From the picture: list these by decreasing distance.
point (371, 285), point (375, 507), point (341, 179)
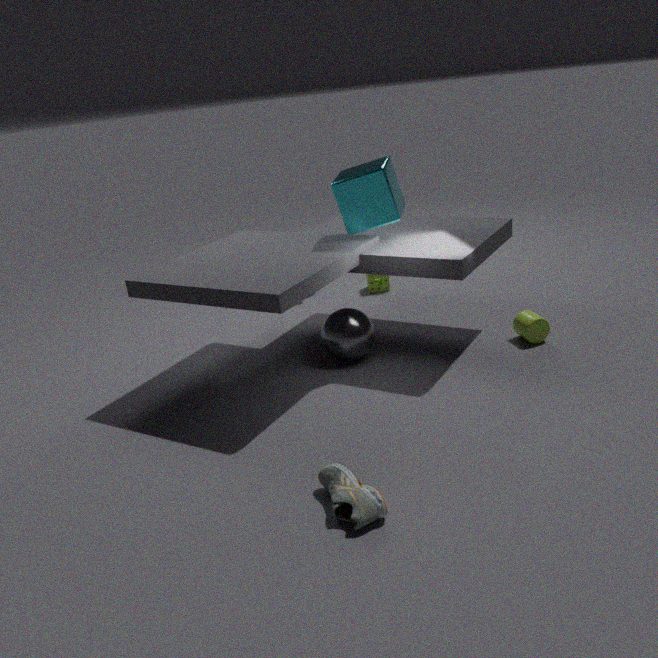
1. point (371, 285)
2. point (341, 179)
3. point (375, 507)
